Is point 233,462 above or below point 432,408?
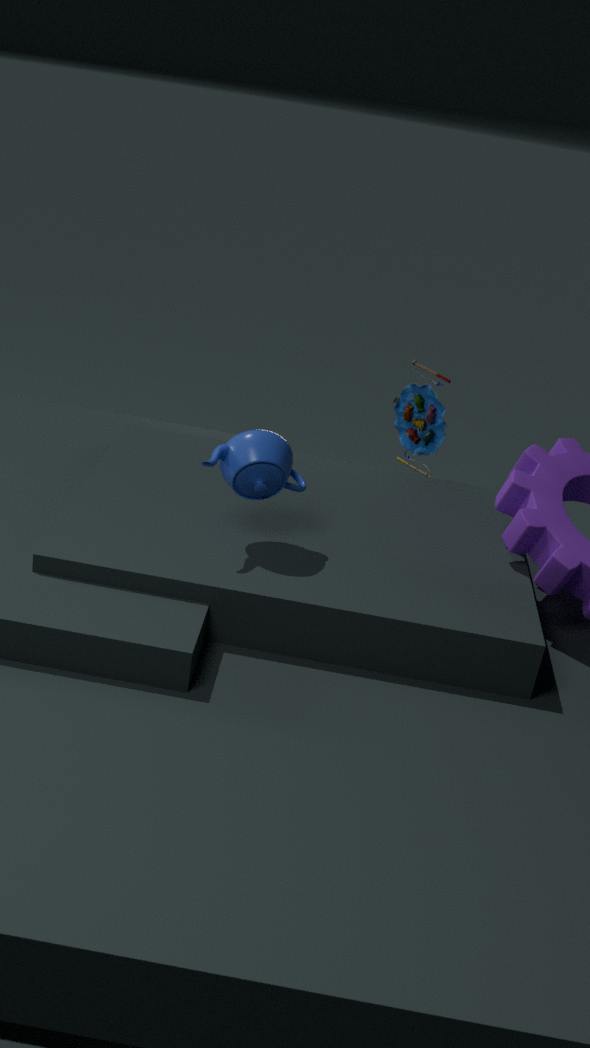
above
